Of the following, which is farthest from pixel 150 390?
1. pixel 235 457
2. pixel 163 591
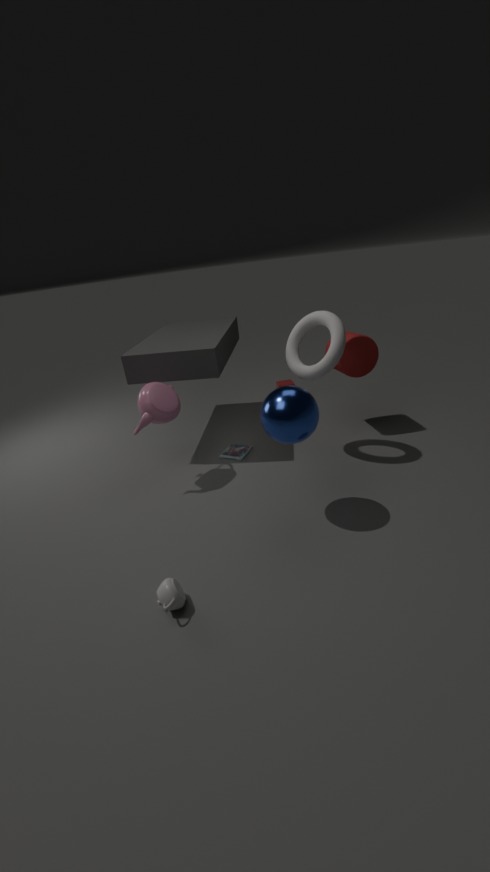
pixel 163 591
